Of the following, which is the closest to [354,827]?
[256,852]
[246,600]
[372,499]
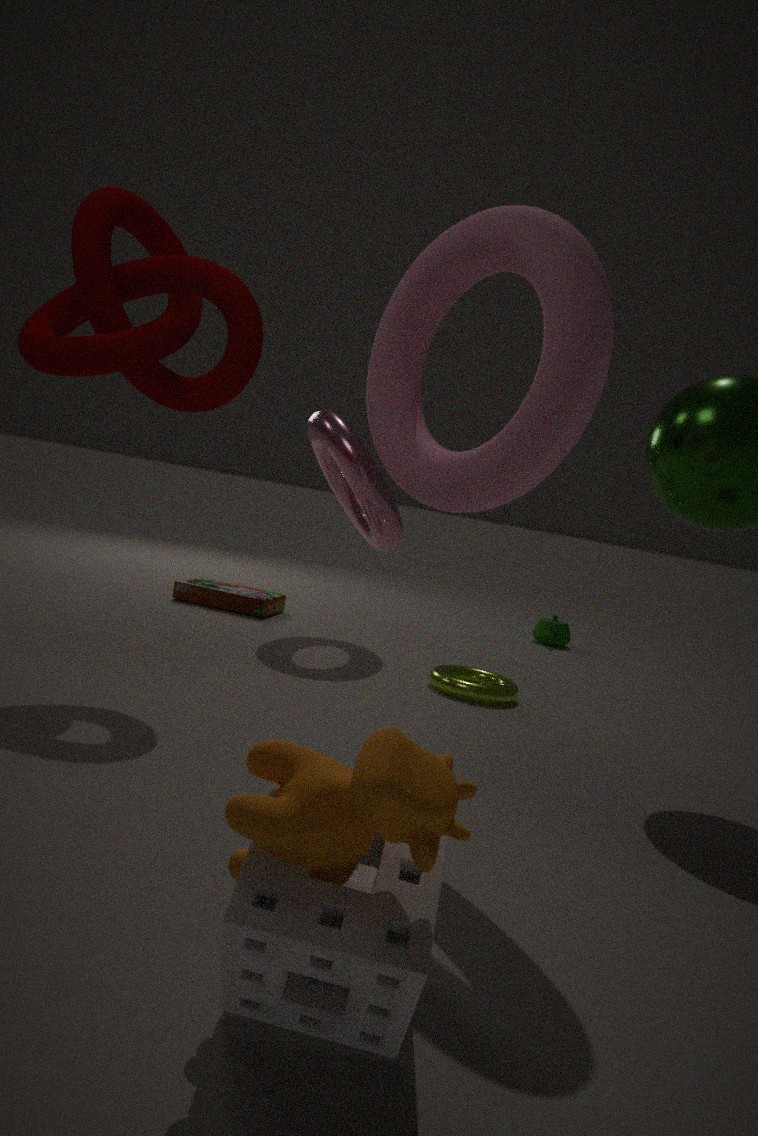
[256,852]
